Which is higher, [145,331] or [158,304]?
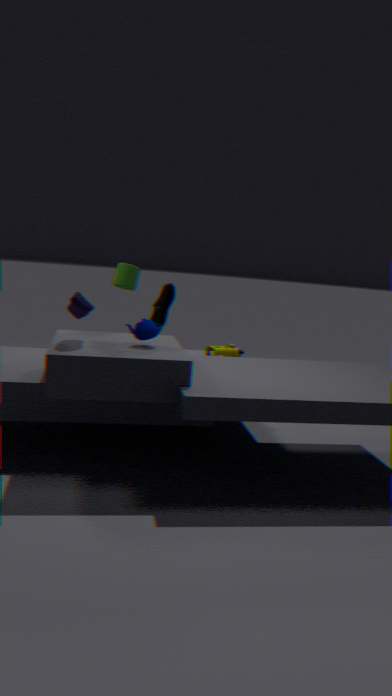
[158,304]
